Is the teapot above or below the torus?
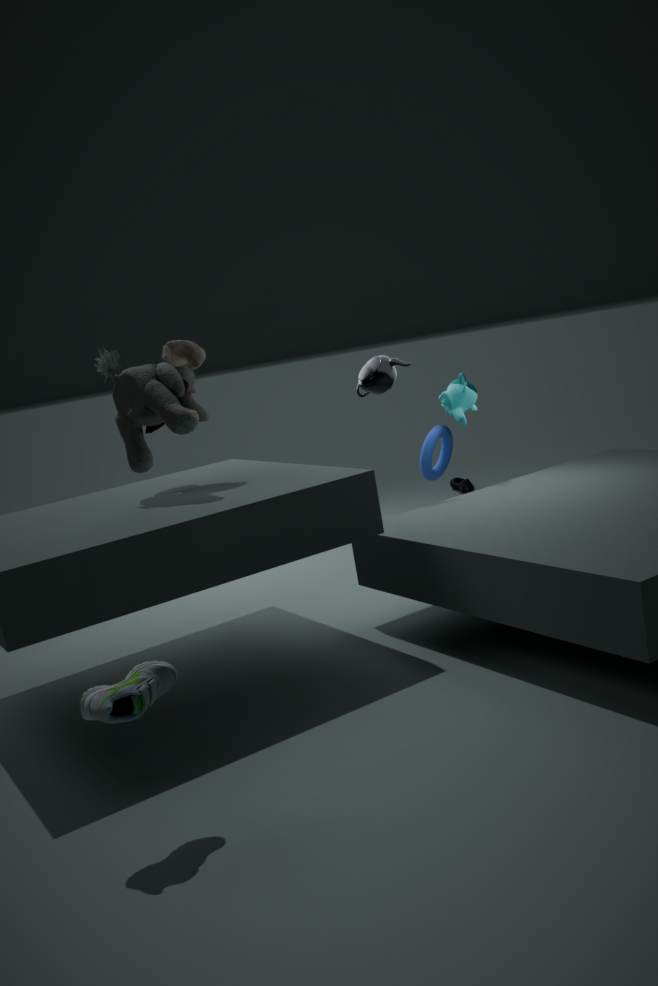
above
